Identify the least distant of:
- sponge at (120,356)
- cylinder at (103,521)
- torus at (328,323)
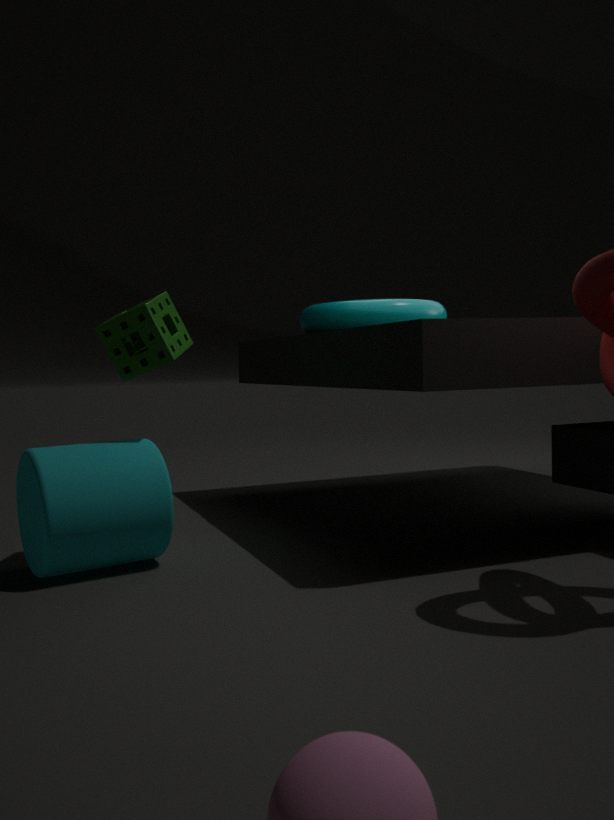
cylinder at (103,521)
